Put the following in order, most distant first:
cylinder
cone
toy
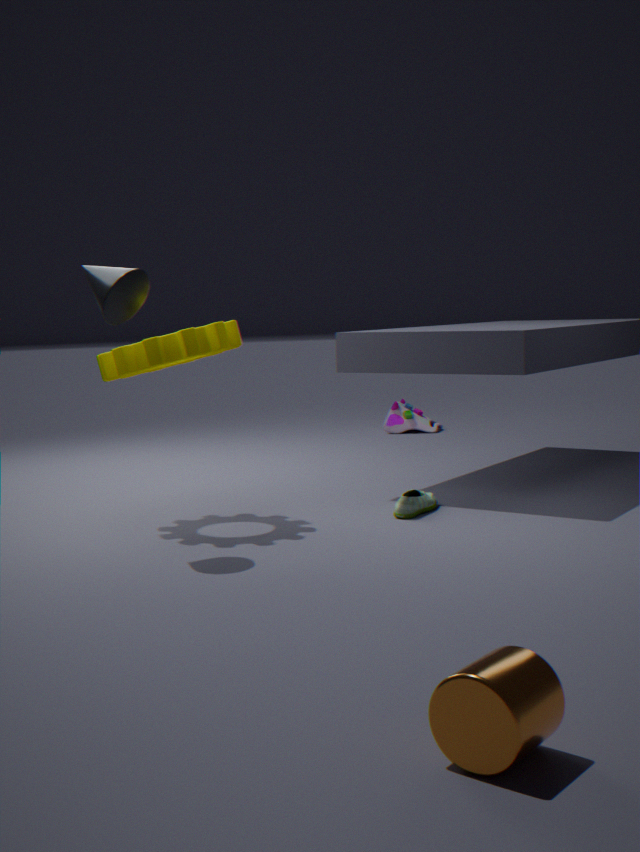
toy, cone, cylinder
